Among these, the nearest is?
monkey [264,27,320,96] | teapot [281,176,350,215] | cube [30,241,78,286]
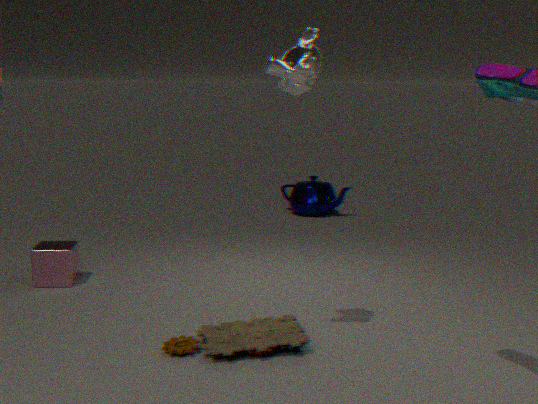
monkey [264,27,320,96]
